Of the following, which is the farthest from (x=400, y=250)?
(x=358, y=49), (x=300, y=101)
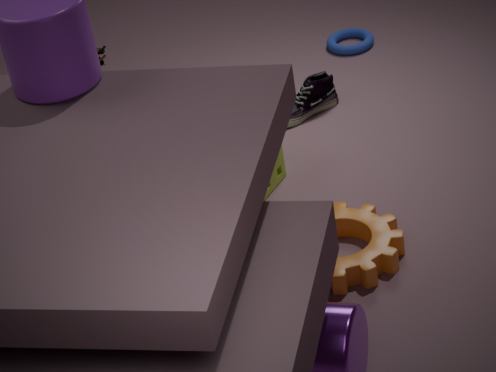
(x=358, y=49)
